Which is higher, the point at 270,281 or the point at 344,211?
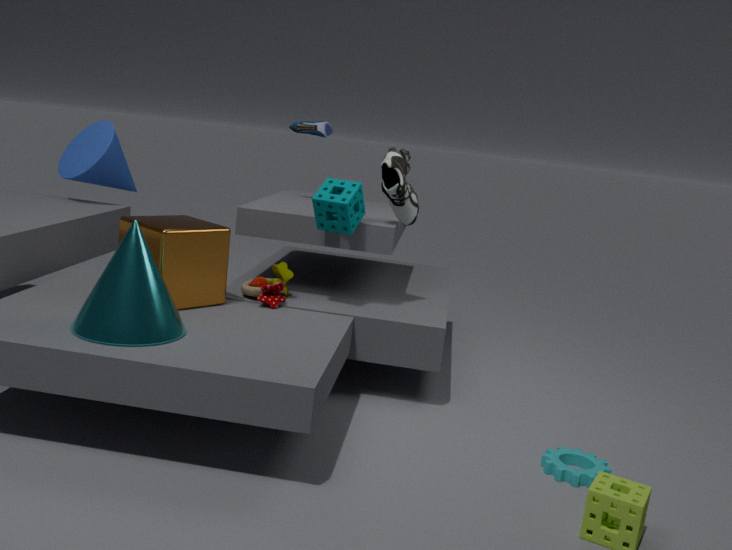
the point at 344,211
